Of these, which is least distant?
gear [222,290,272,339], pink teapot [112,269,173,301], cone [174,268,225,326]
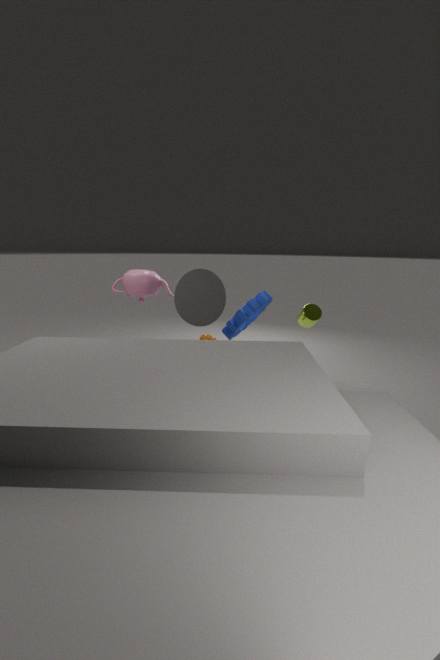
cone [174,268,225,326]
